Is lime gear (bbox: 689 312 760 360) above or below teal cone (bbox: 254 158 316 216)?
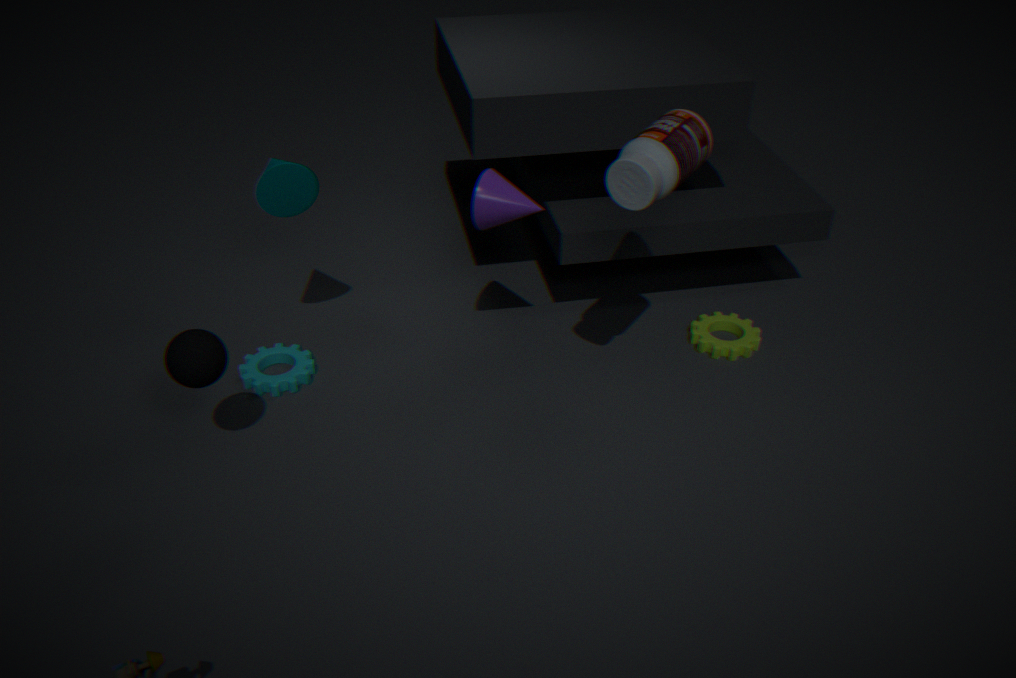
below
